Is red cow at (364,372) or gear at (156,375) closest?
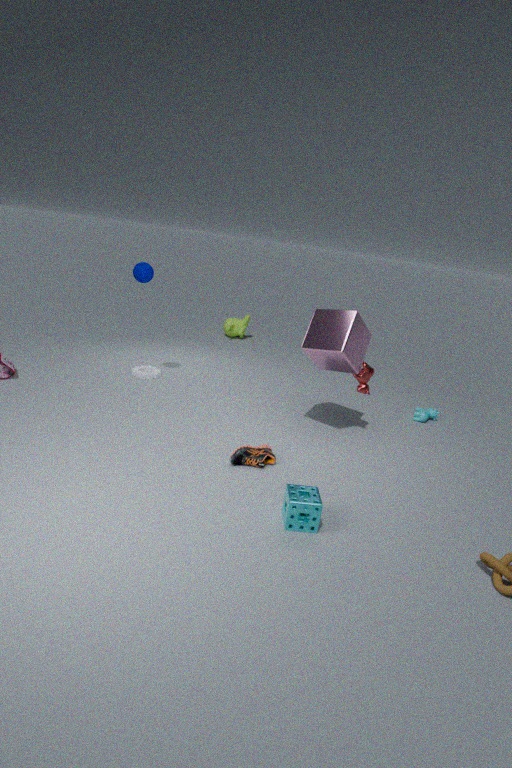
red cow at (364,372)
